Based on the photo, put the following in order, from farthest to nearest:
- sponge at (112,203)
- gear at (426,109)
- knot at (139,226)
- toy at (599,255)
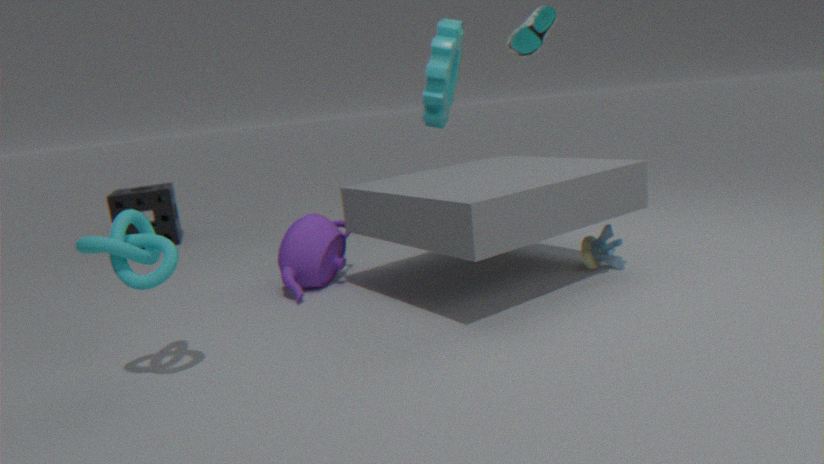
sponge at (112,203) → gear at (426,109) → toy at (599,255) → knot at (139,226)
